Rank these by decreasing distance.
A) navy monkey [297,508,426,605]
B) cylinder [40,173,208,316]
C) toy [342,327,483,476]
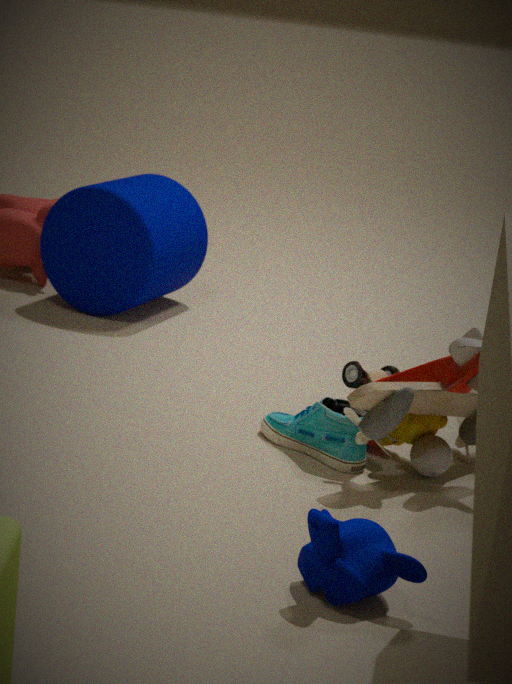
cylinder [40,173,208,316], toy [342,327,483,476], navy monkey [297,508,426,605]
